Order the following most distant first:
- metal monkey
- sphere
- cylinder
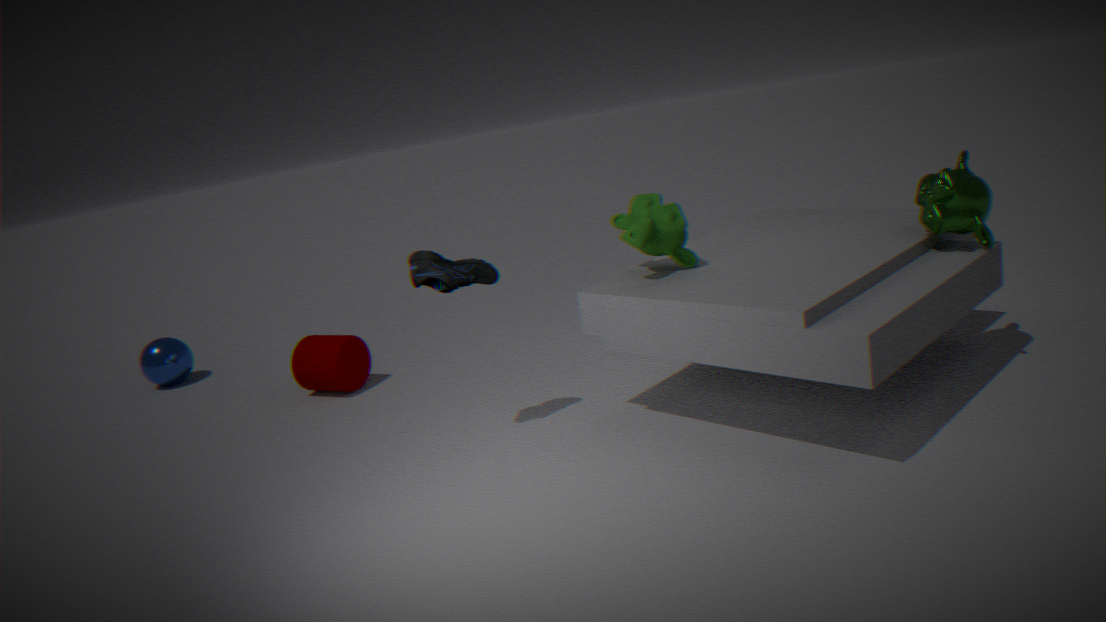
sphere < cylinder < metal monkey
